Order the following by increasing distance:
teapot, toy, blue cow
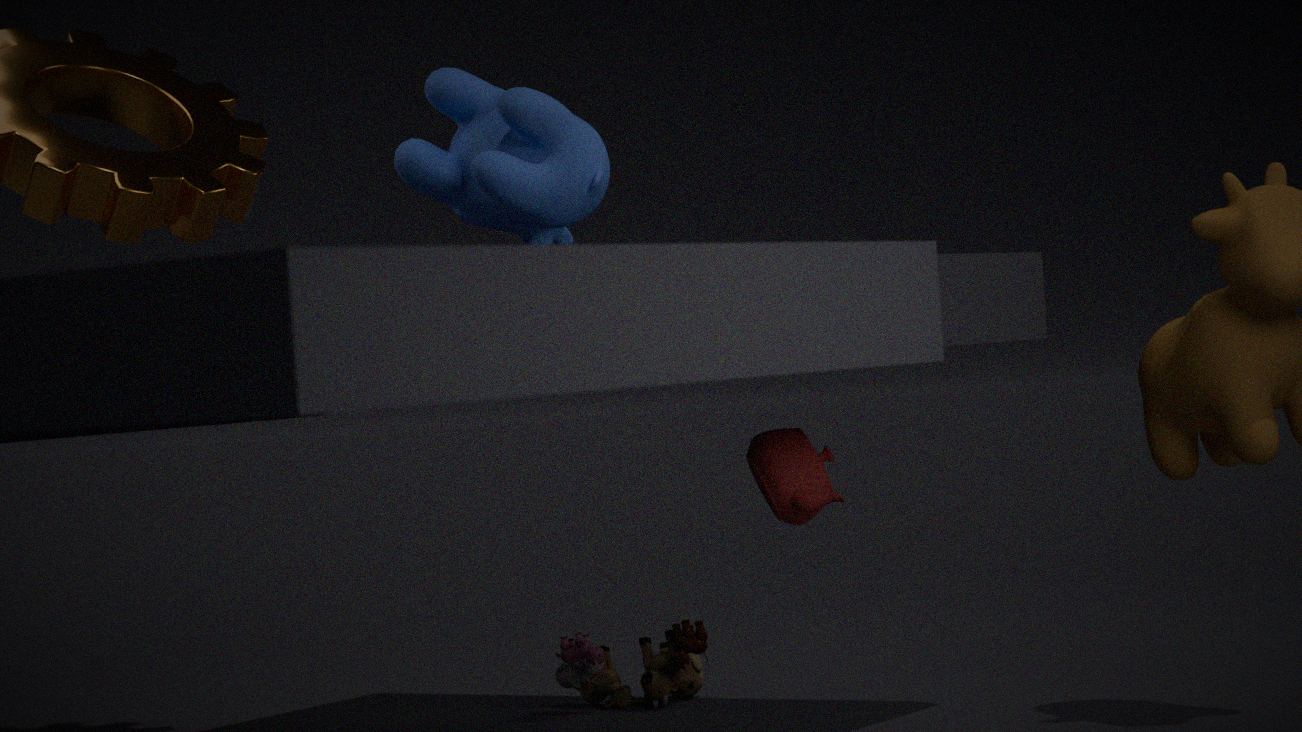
blue cow, teapot, toy
